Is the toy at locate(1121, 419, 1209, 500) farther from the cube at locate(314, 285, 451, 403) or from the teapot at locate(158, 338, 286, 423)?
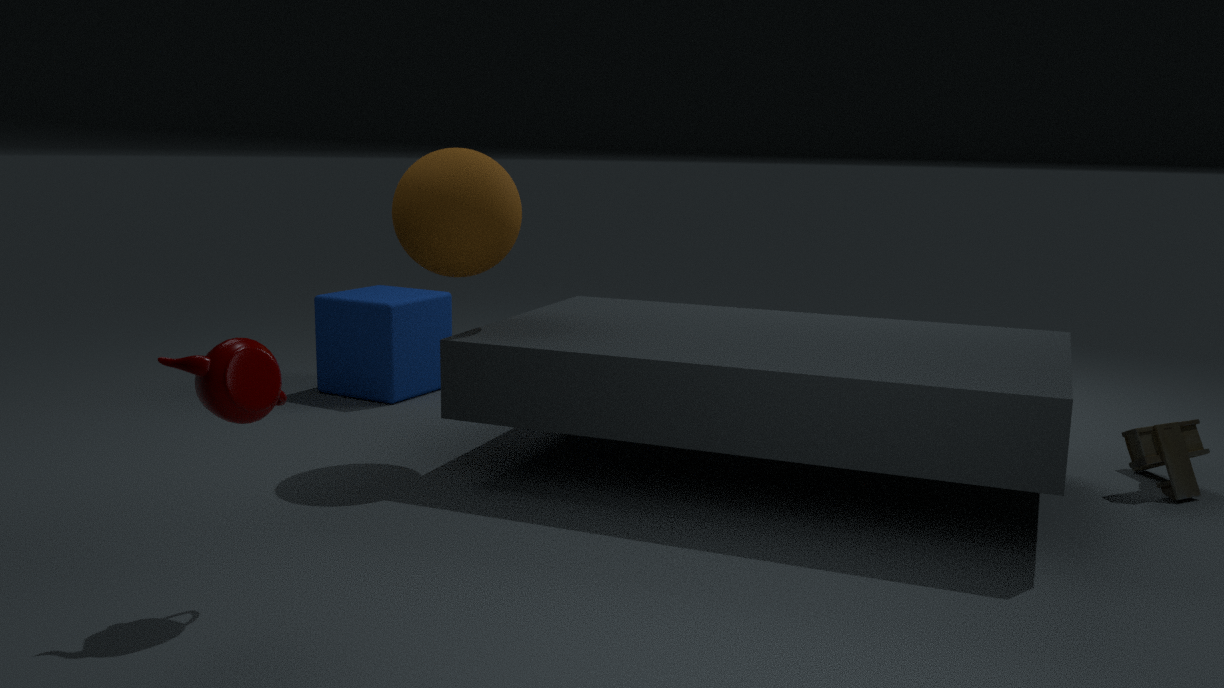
the cube at locate(314, 285, 451, 403)
